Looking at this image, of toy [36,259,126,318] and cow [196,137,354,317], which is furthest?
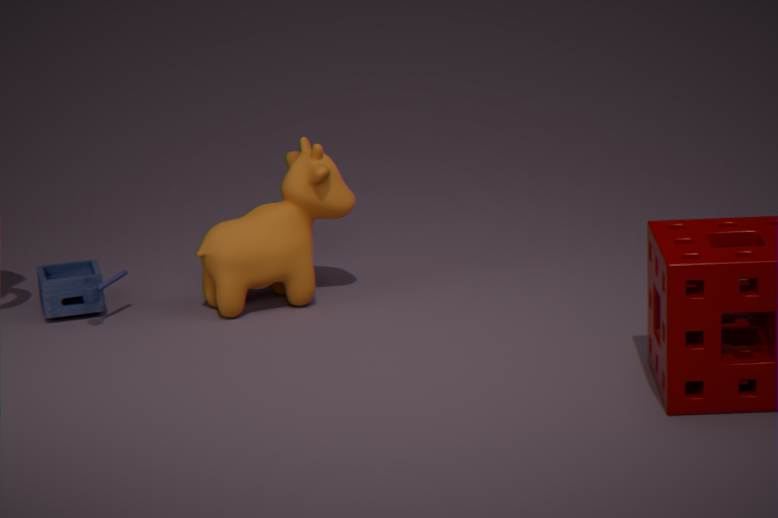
toy [36,259,126,318]
